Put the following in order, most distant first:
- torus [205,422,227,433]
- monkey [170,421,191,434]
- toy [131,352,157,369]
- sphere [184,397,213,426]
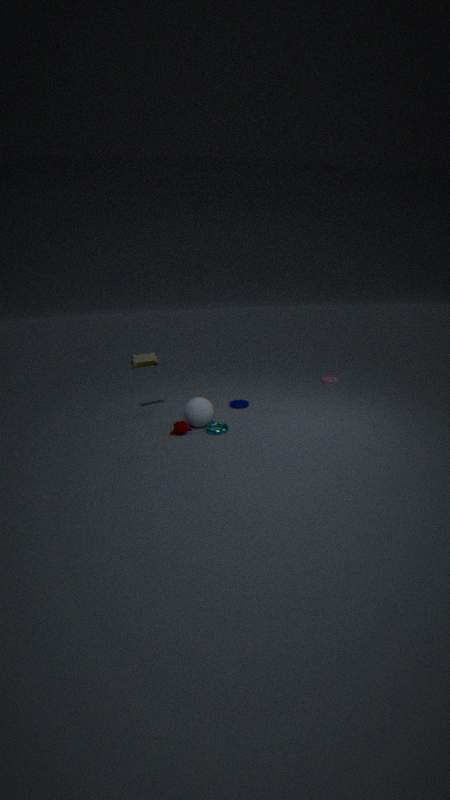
toy [131,352,157,369], sphere [184,397,213,426], torus [205,422,227,433], monkey [170,421,191,434]
